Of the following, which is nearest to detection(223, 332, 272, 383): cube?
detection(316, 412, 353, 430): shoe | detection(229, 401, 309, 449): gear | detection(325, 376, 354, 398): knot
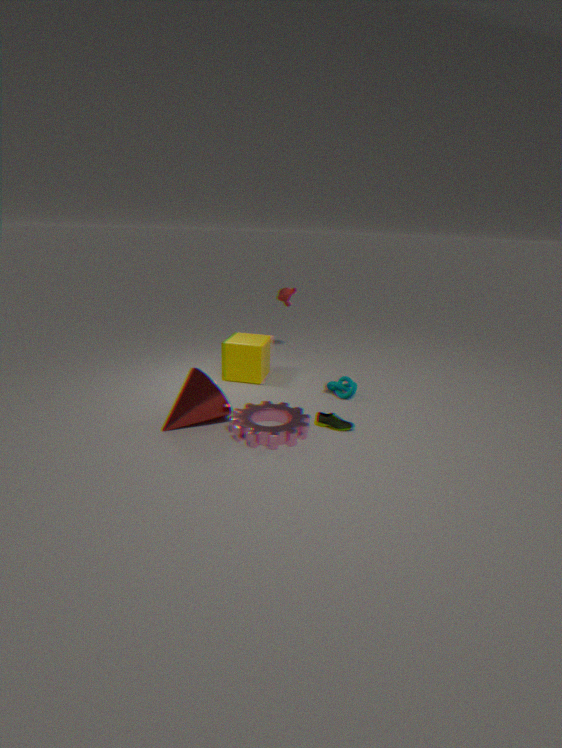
detection(325, 376, 354, 398): knot
